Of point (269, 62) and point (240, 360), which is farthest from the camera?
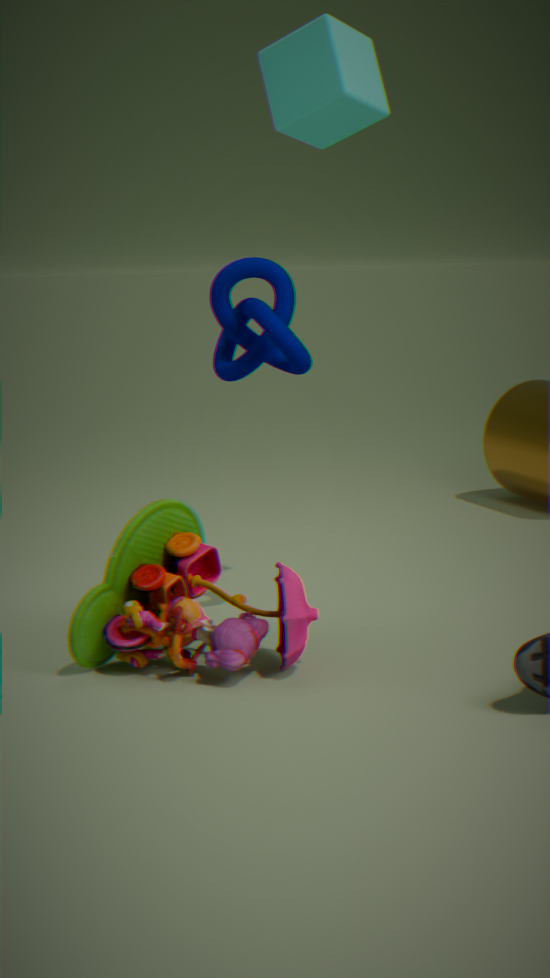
point (240, 360)
